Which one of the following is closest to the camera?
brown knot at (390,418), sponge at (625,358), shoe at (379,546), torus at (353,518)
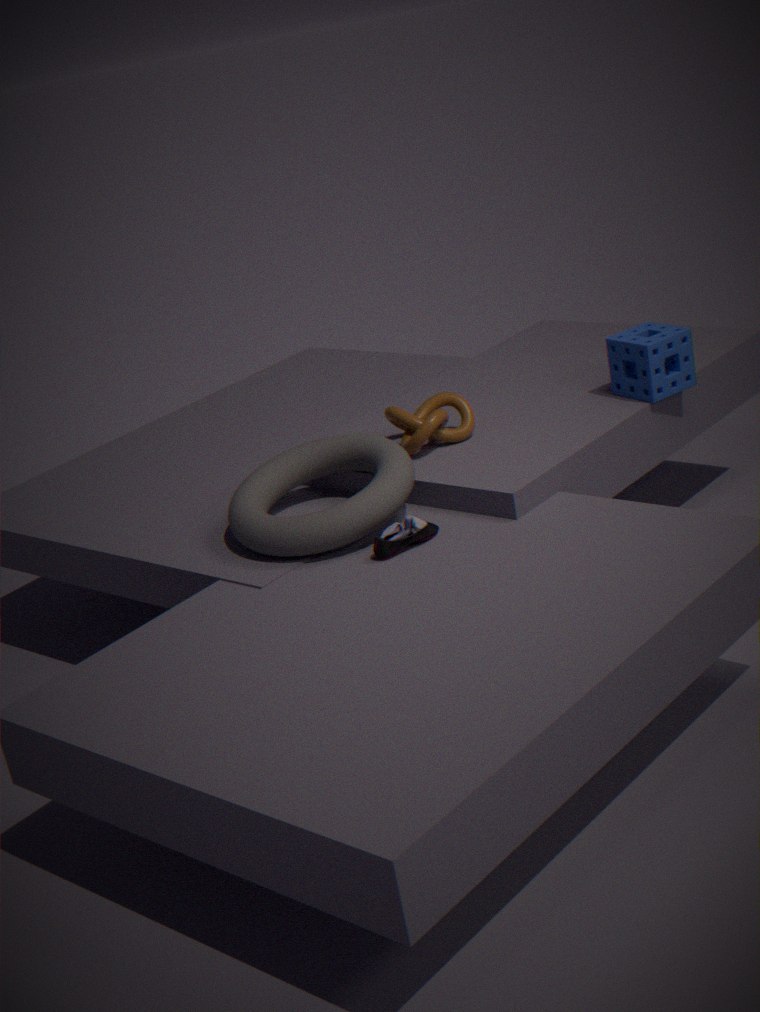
shoe at (379,546)
